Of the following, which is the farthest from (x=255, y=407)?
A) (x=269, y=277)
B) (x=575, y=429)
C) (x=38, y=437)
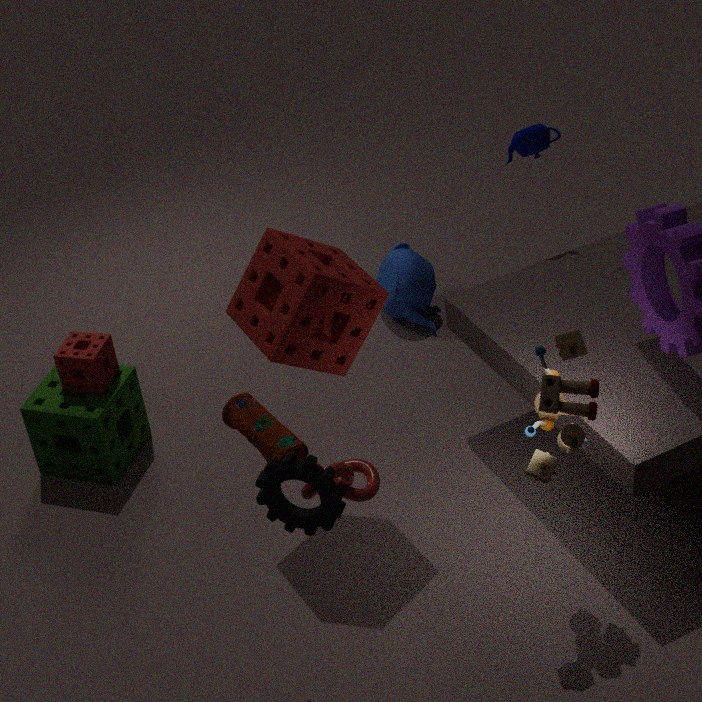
(x=38, y=437)
